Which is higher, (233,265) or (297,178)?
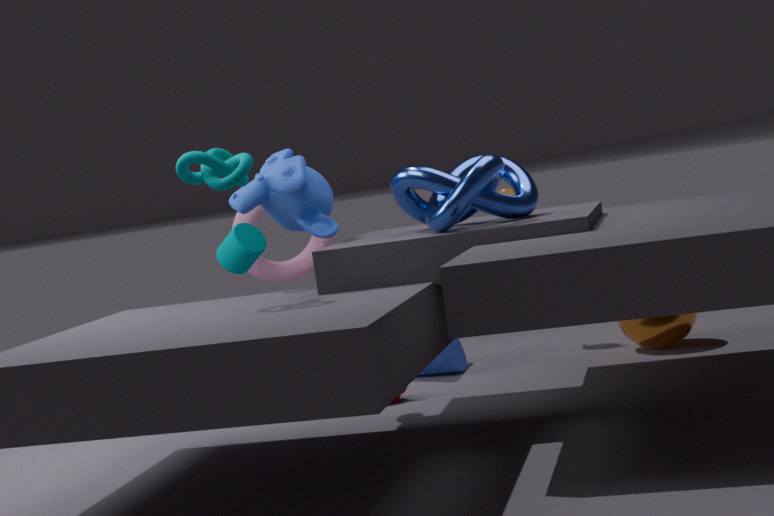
(297,178)
